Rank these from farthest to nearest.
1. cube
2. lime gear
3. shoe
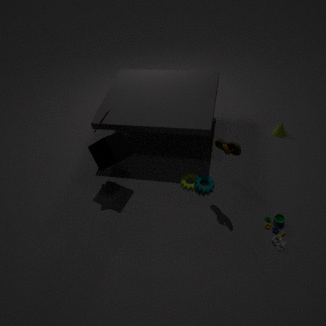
lime gear → cube → shoe
